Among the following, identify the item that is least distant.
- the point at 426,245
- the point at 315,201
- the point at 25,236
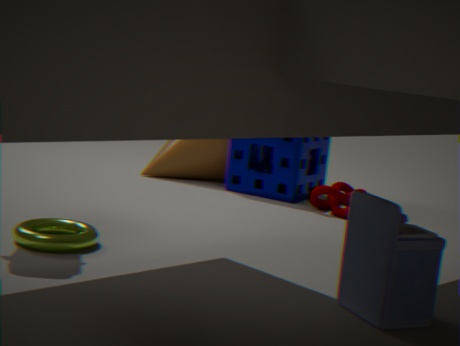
the point at 426,245
